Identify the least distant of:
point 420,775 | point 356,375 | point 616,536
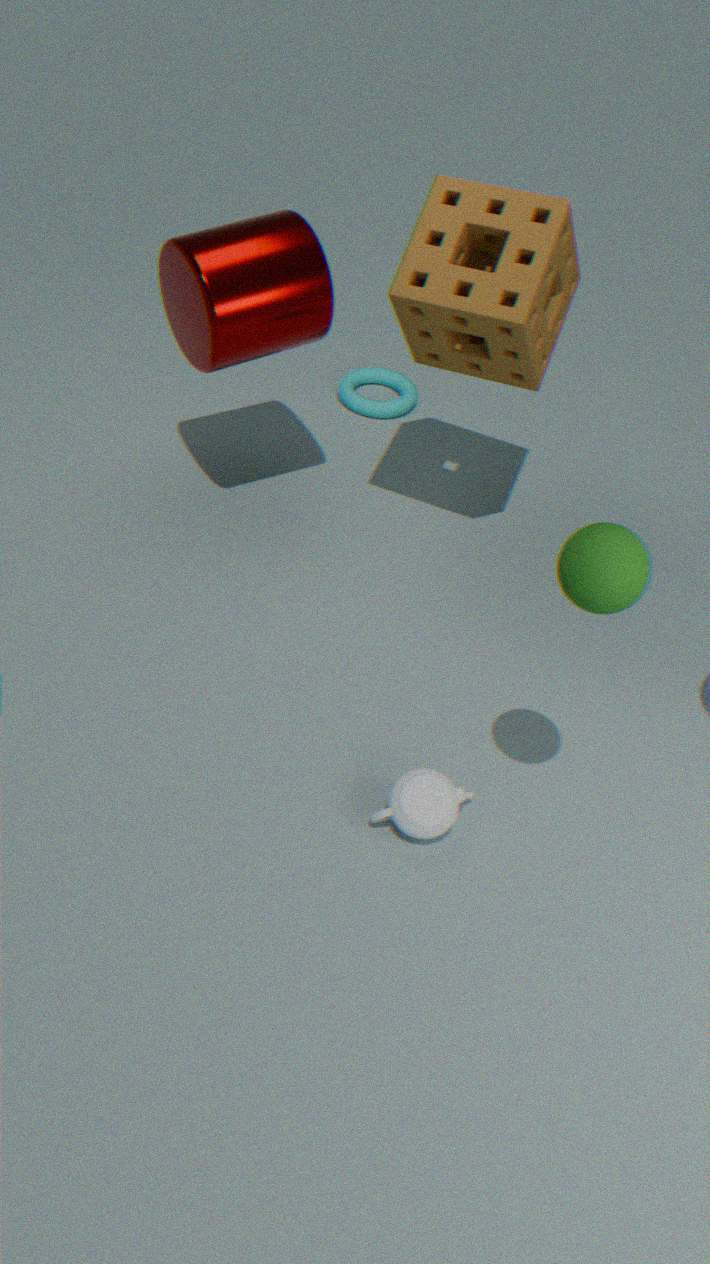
point 616,536
